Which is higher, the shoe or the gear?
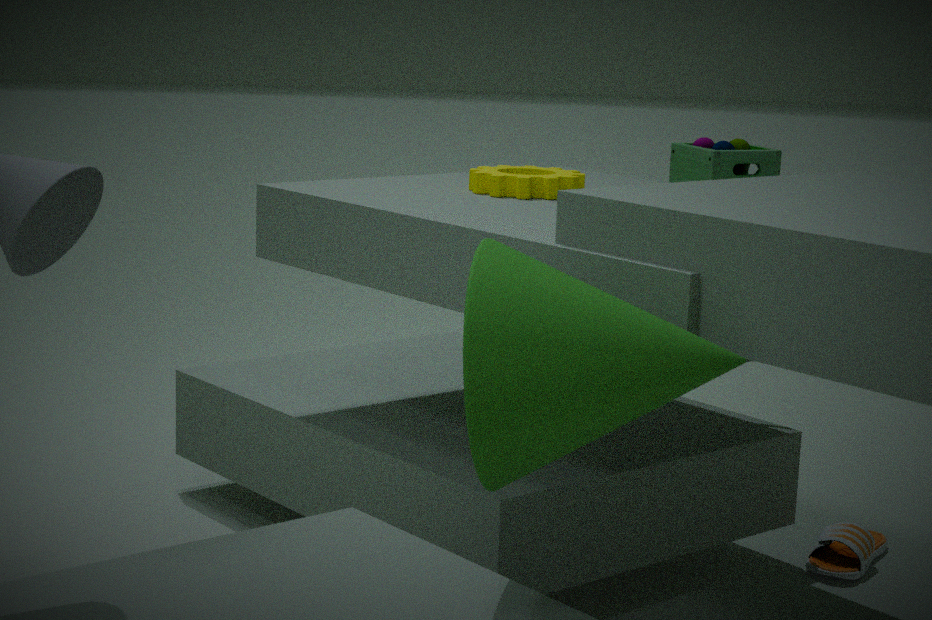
the gear
